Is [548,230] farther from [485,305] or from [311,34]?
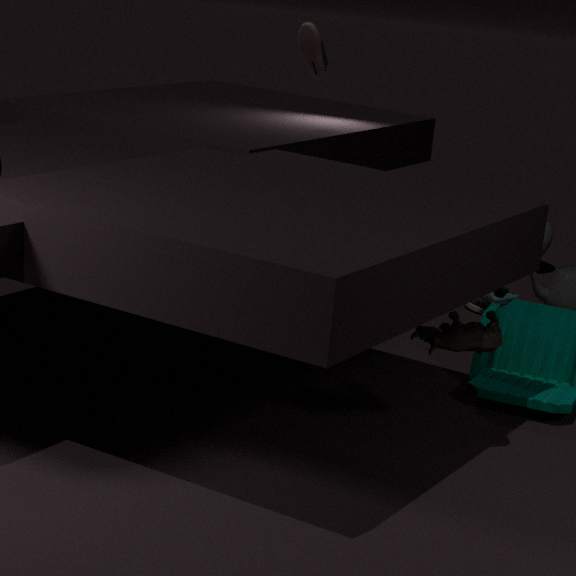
[311,34]
